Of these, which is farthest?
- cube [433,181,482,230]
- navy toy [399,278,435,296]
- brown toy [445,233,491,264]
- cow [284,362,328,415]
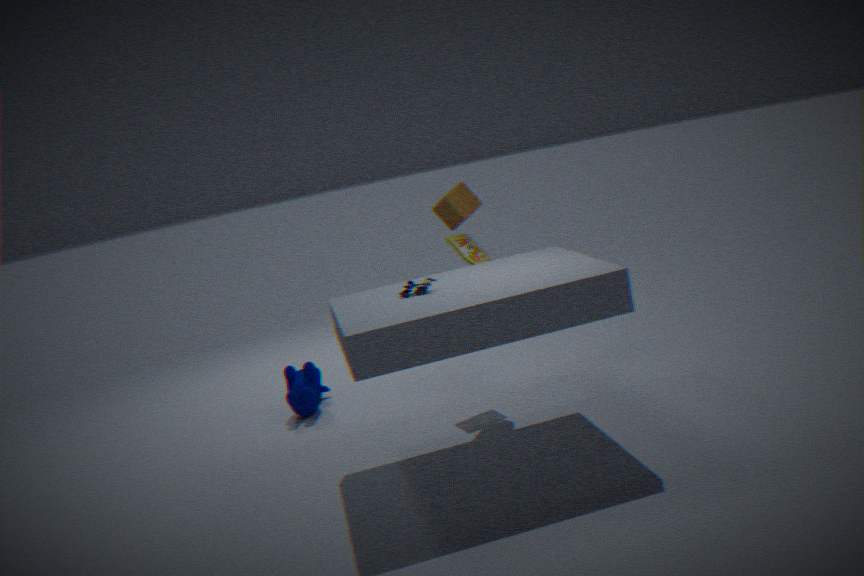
cow [284,362,328,415]
